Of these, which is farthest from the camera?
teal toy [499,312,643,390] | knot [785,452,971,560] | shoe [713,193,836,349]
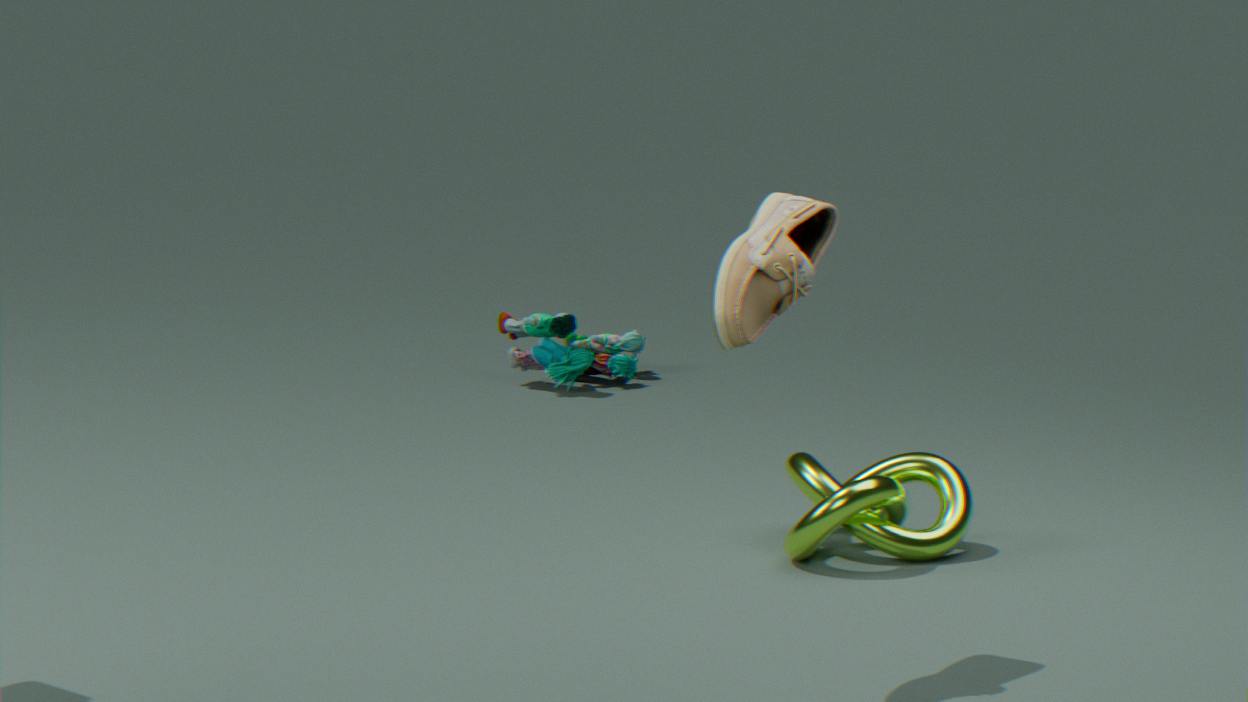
teal toy [499,312,643,390]
